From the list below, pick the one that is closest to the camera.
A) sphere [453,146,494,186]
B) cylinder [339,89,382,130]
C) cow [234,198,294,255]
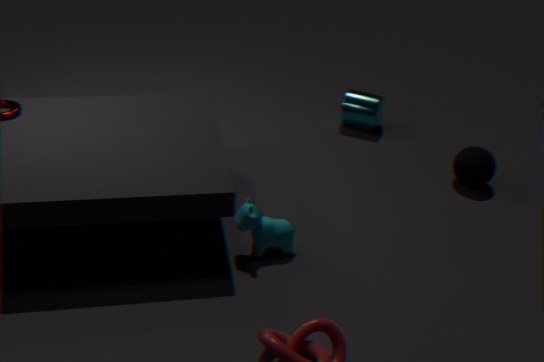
C. cow [234,198,294,255]
